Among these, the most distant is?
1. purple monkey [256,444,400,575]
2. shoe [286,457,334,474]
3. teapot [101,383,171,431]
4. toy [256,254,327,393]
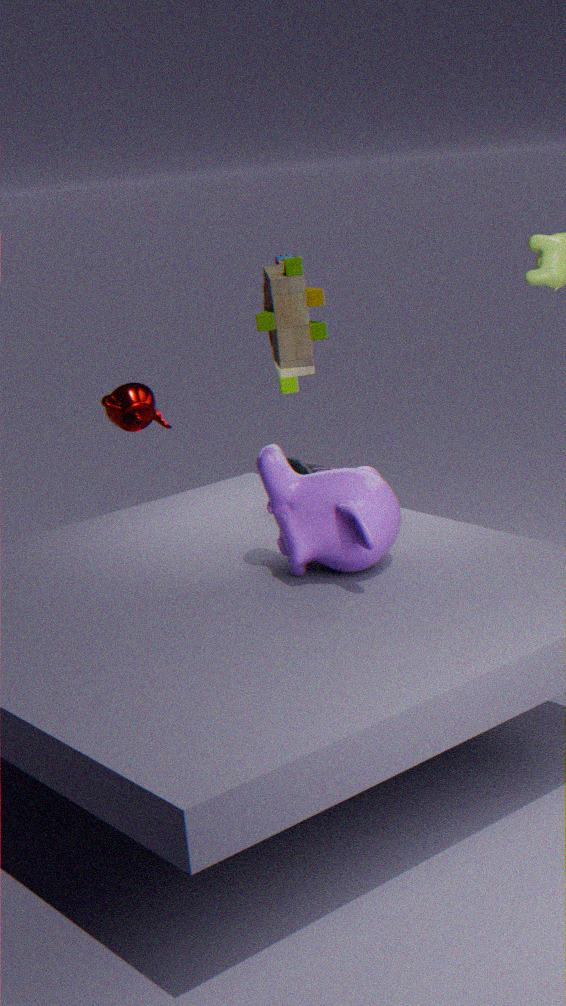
teapot [101,383,171,431]
